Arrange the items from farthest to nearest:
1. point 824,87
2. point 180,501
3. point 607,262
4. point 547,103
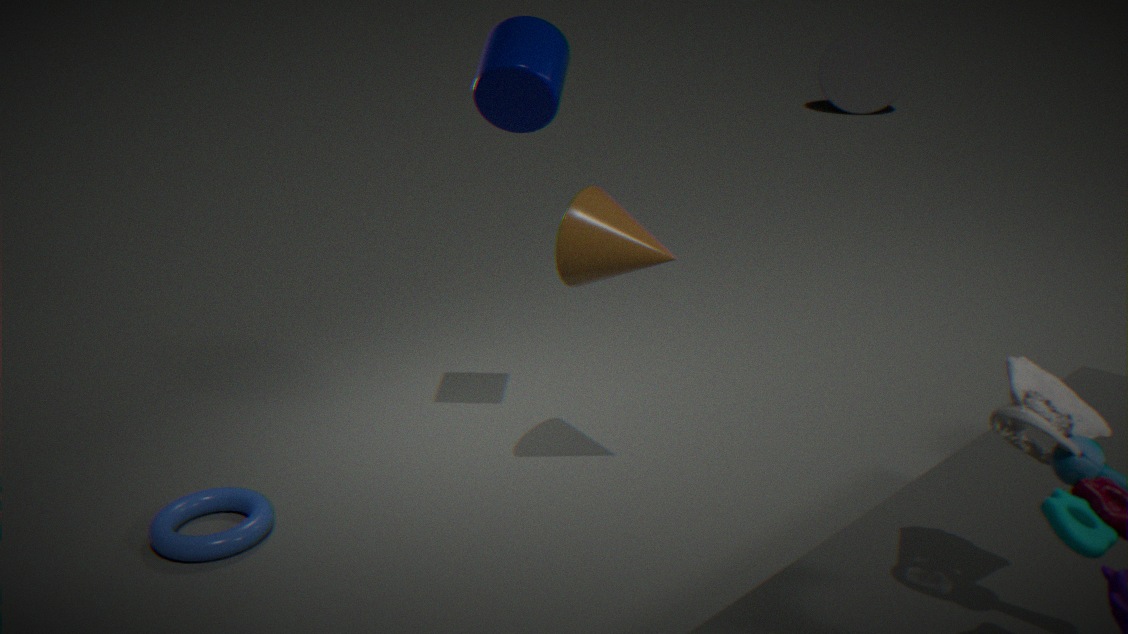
point 824,87 → point 180,501 → point 547,103 → point 607,262
